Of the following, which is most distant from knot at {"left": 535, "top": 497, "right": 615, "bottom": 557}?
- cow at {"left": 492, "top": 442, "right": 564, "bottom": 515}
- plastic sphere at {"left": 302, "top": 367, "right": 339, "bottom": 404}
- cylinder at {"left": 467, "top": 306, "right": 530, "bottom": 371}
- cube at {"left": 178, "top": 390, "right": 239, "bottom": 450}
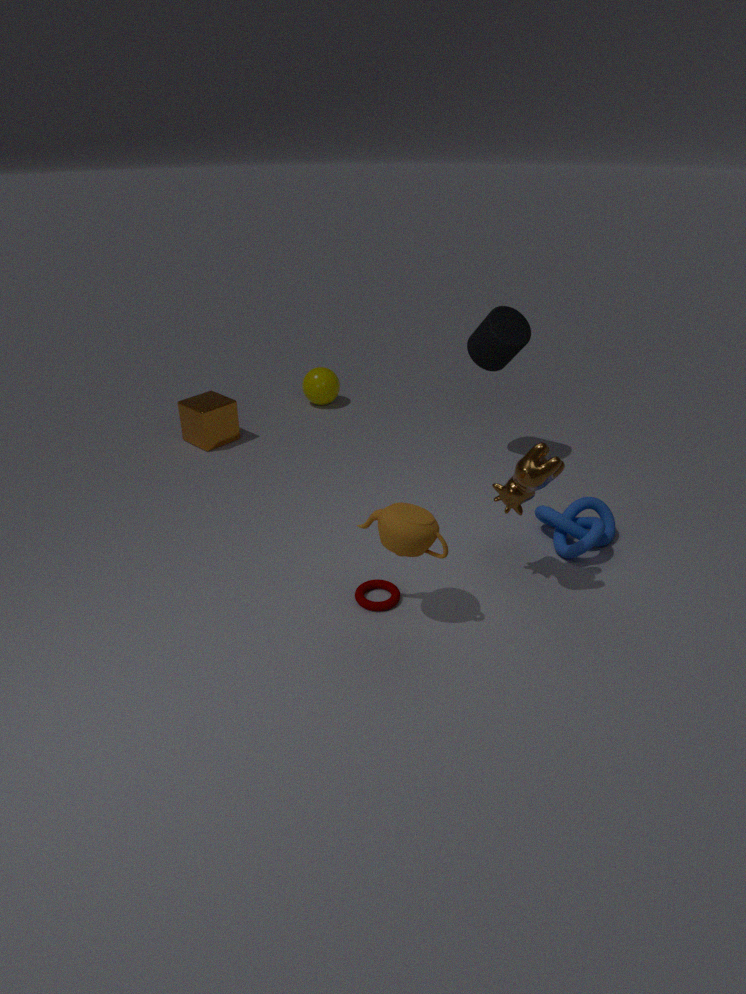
cube at {"left": 178, "top": 390, "right": 239, "bottom": 450}
